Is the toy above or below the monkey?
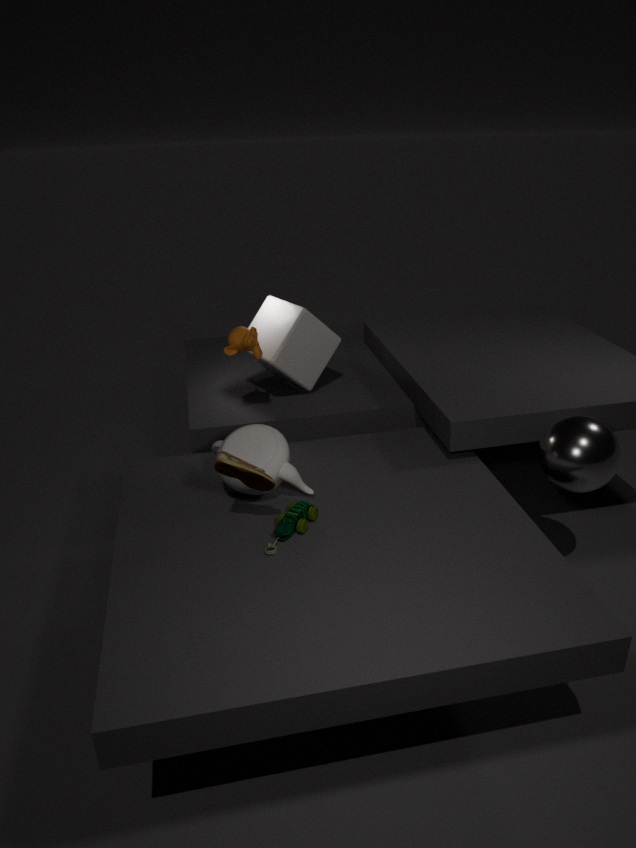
below
